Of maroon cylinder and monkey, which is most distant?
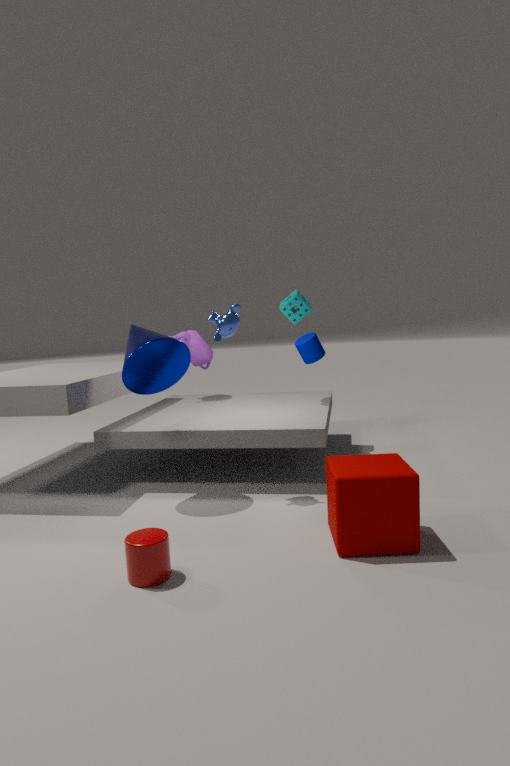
monkey
